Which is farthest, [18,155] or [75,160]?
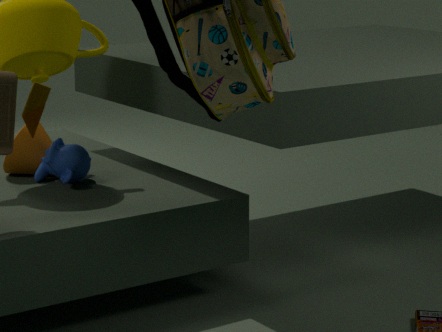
[18,155]
